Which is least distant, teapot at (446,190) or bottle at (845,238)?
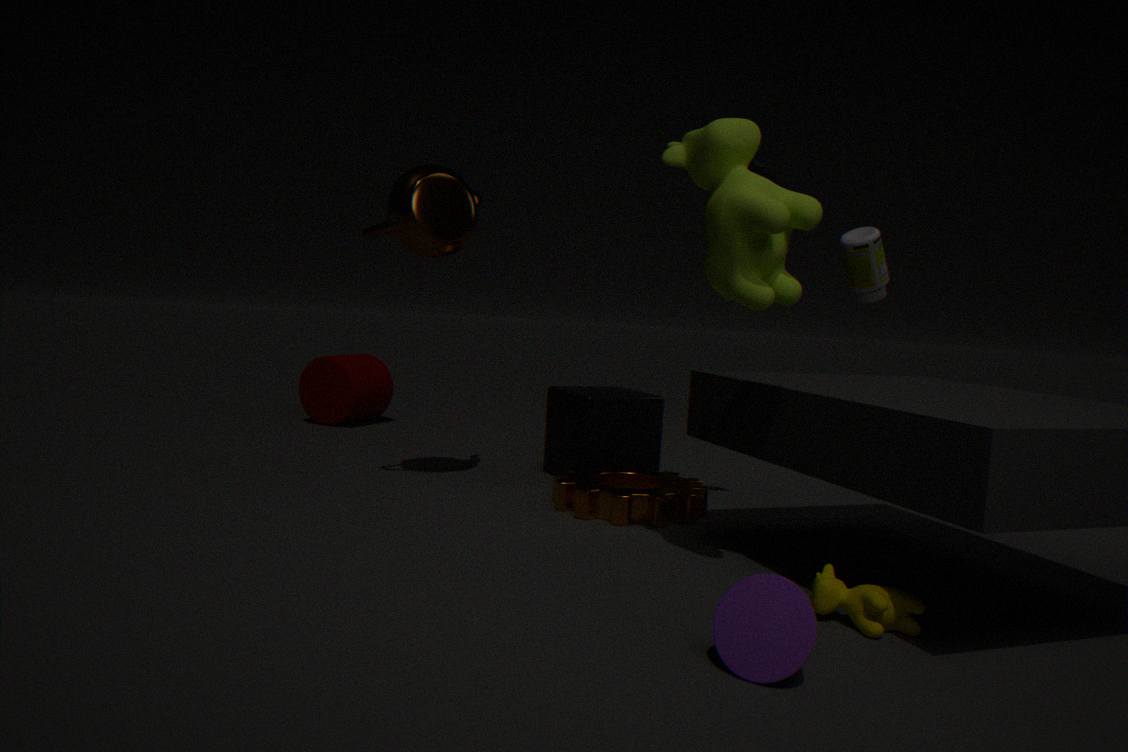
teapot at (446,190)
